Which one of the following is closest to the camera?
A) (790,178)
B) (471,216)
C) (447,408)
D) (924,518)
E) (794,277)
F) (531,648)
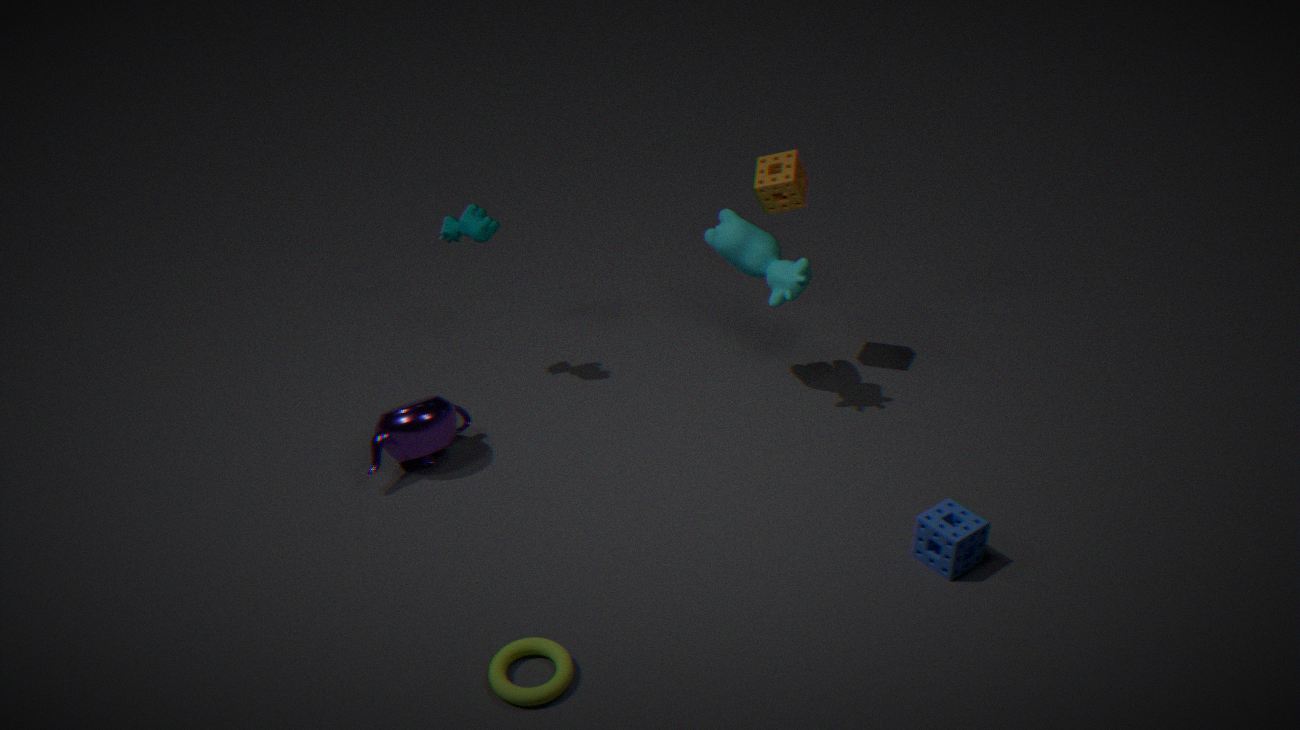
(531,648)
